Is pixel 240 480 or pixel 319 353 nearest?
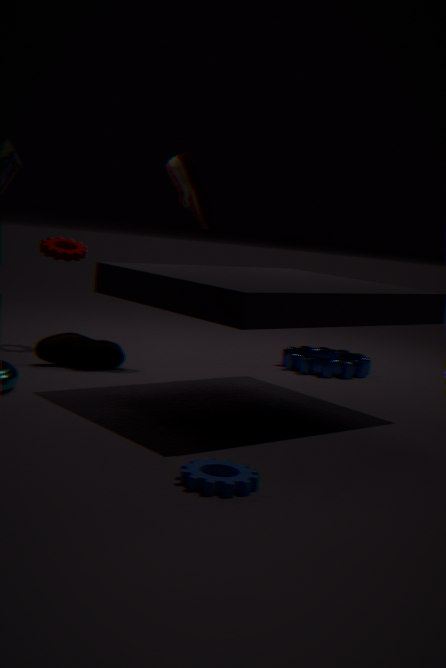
pixel 240 480
